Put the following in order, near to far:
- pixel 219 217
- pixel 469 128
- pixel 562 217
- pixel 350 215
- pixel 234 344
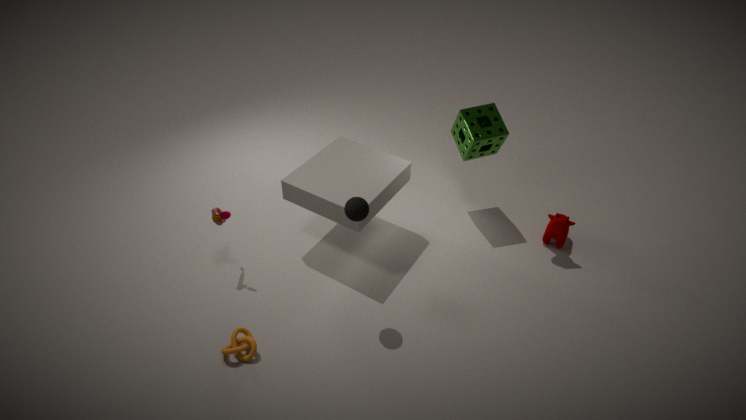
pixel 350 215, pixel 234 344, pixel 219 217, pixel 562 217, pixel 469 128
